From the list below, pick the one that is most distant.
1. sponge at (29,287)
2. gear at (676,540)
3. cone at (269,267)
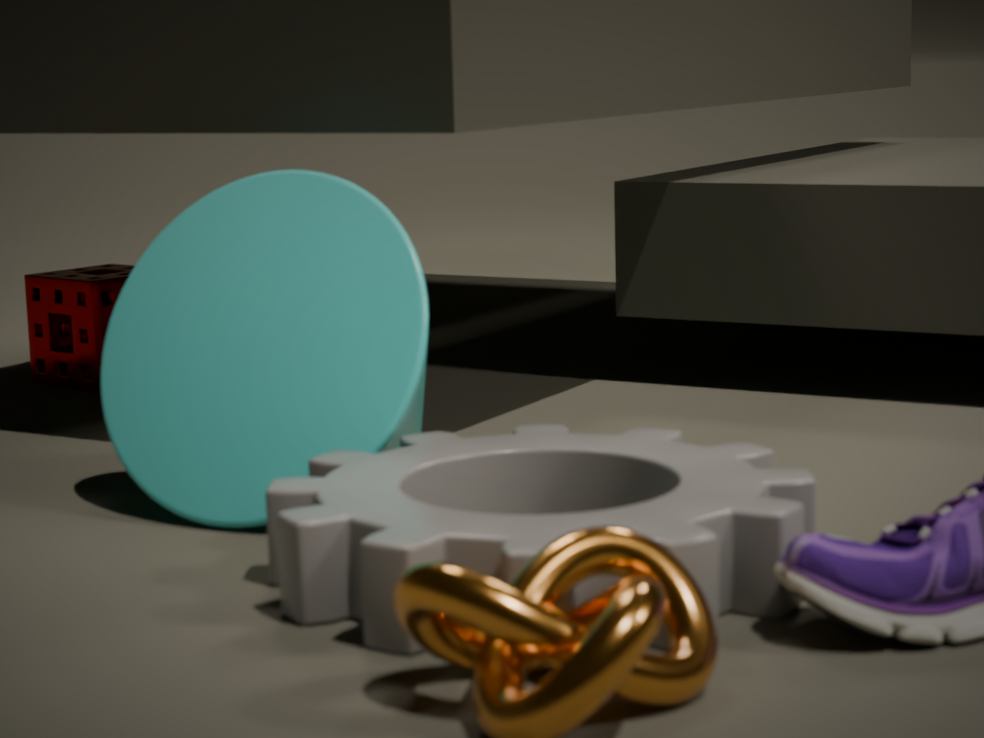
sponge at (29,287)
